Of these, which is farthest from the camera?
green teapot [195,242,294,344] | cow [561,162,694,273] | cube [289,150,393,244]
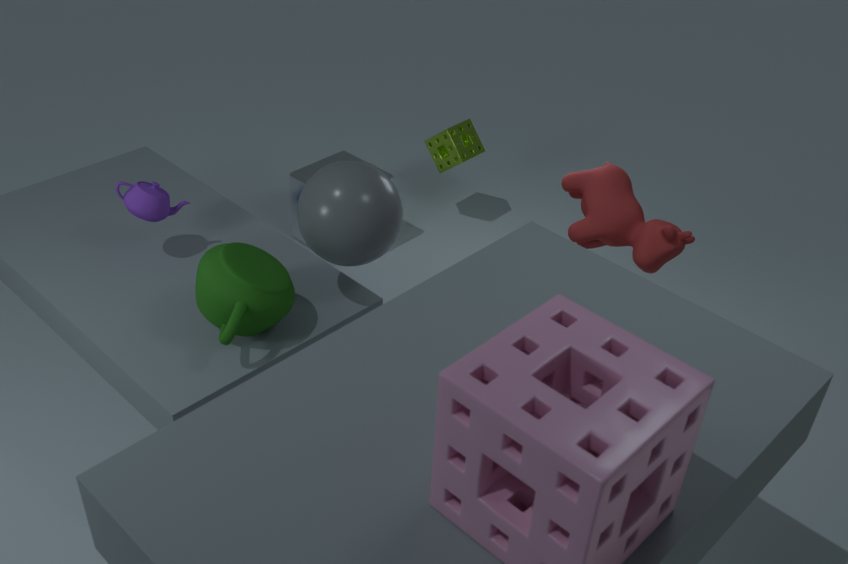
cube [289,150,393,244]
